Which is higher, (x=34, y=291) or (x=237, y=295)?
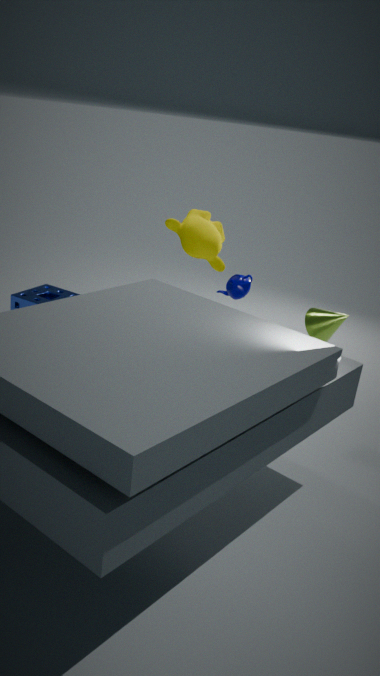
(x=237, y=295)
